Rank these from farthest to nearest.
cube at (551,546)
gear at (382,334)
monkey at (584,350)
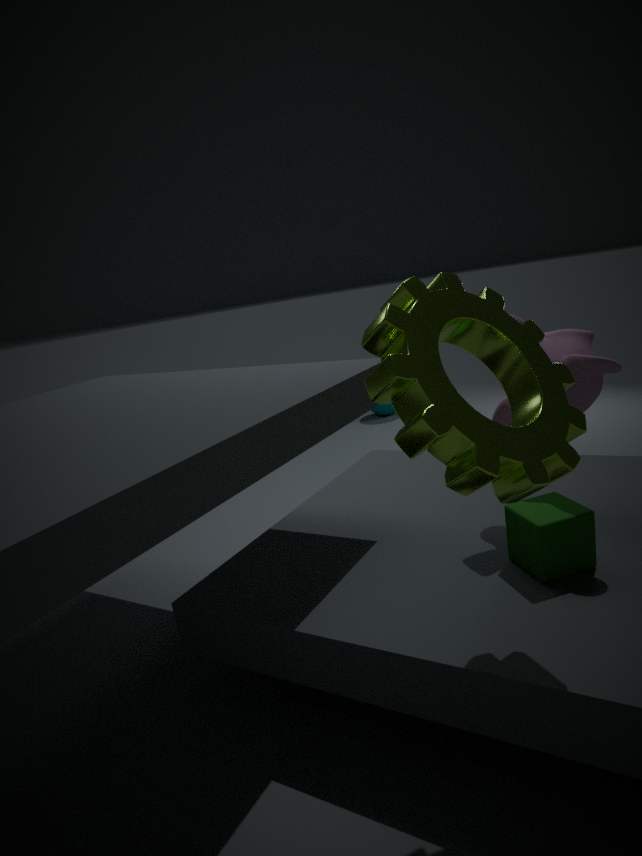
monkey at (584,350)
cube at (551,546)
gear at (382,334)
